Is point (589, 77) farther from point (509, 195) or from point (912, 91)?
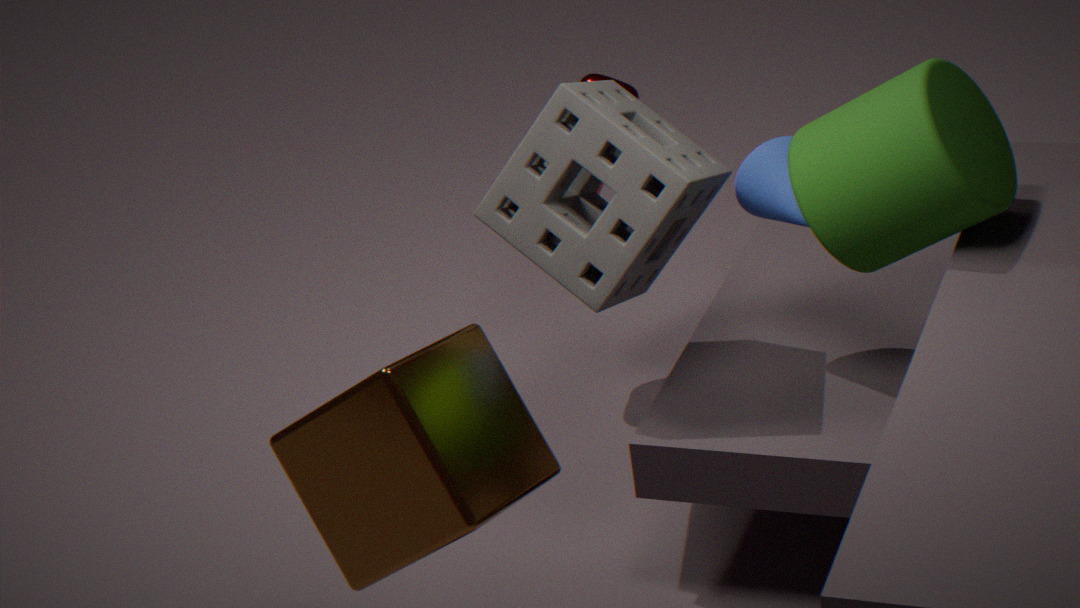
point (912, 91)
